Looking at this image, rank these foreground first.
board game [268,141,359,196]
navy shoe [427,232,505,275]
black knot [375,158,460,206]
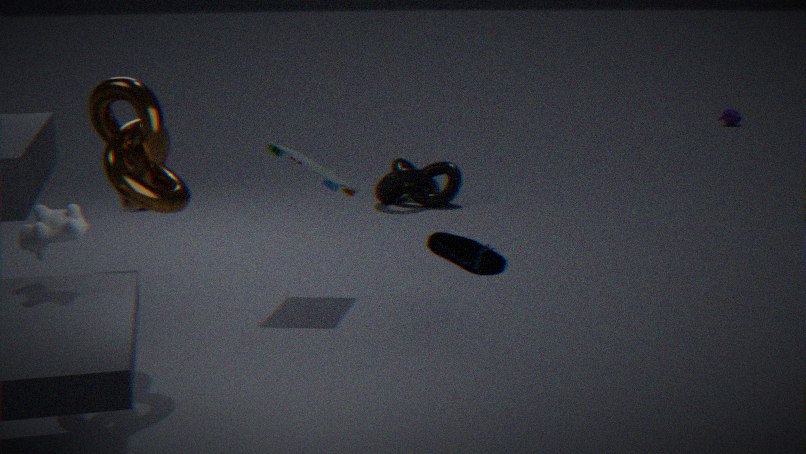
1. navy shoe [427,232,505,275]
2. board game [268,141,359,196]
3. black knot [375,158,460,206]
